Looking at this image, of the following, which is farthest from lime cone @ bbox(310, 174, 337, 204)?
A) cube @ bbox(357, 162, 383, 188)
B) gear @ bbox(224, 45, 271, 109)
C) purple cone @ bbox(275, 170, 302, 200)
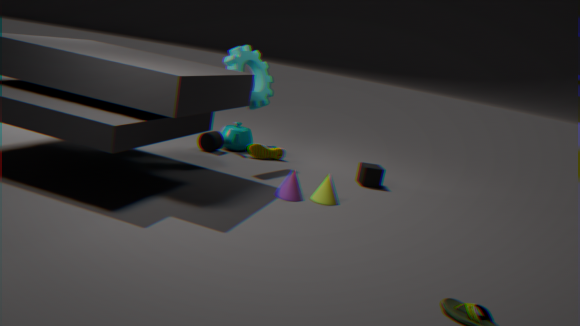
gear @ bbox(224, 45, 271, 109)
